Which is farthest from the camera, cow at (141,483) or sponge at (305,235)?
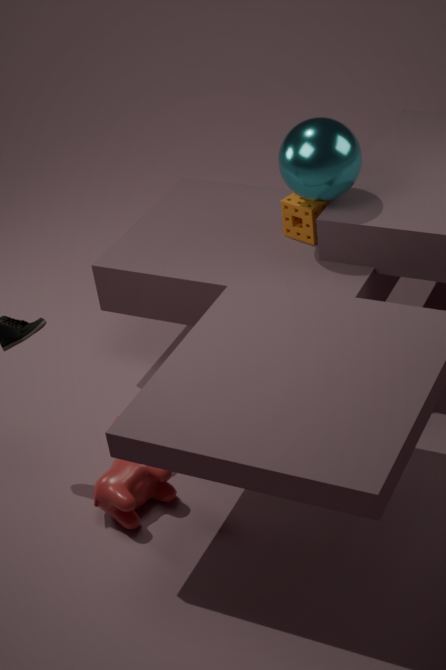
sponge at (305,235)
